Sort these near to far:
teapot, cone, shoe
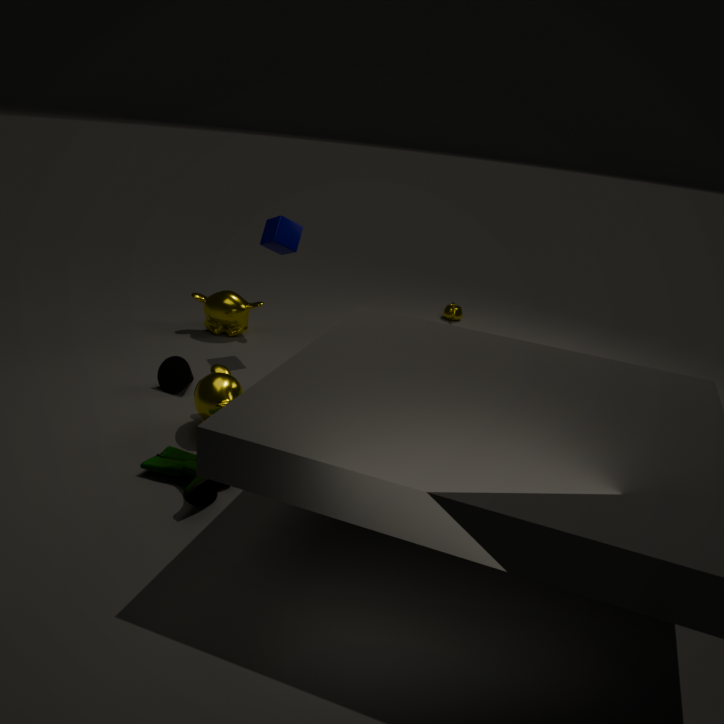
shoe, cone, teapot
